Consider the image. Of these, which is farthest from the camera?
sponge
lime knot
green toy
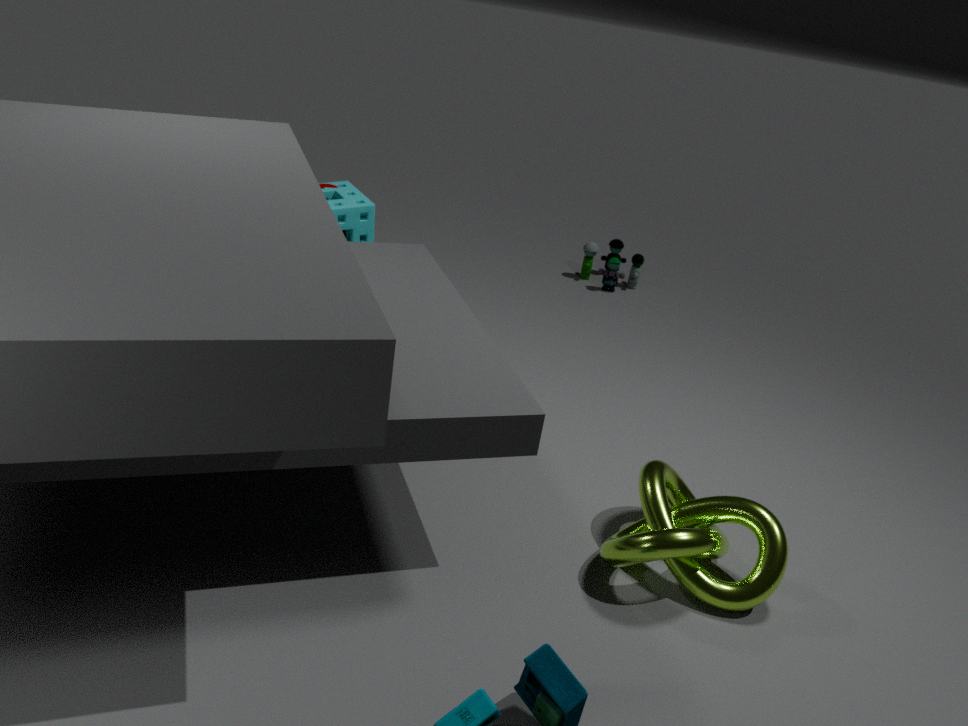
green toy
